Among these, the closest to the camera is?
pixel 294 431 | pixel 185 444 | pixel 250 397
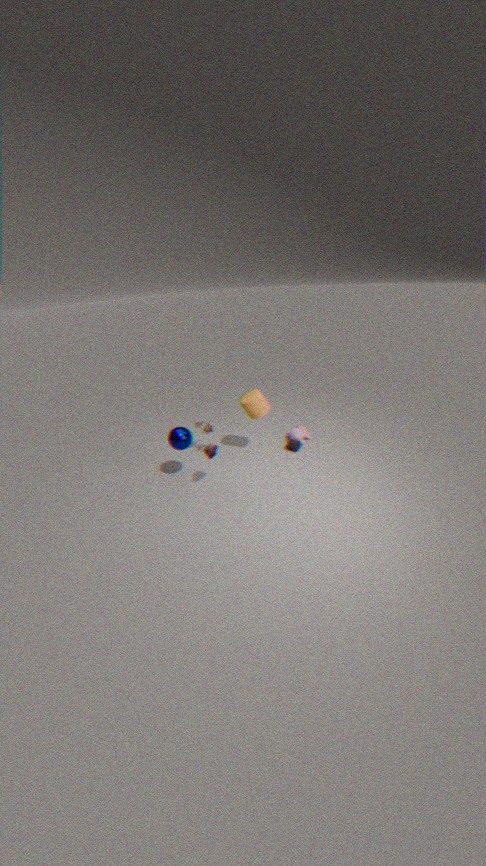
pixel 185 444
